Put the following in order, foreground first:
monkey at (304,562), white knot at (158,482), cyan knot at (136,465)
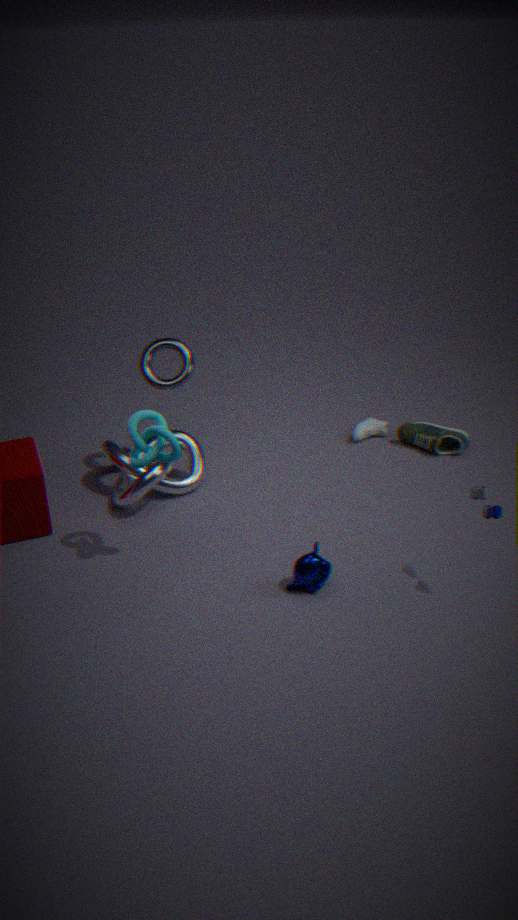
cyan knot at (136,465), monkey at (304,562), white knot at (158,482)
